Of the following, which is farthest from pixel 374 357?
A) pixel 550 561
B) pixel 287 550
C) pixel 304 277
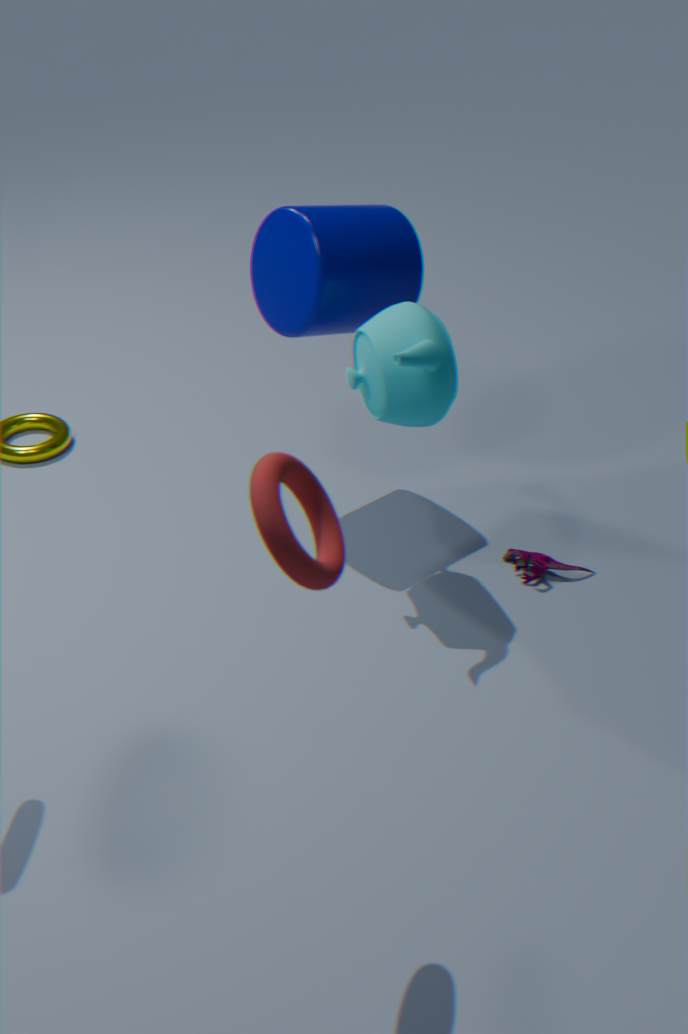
pixel 287 550
